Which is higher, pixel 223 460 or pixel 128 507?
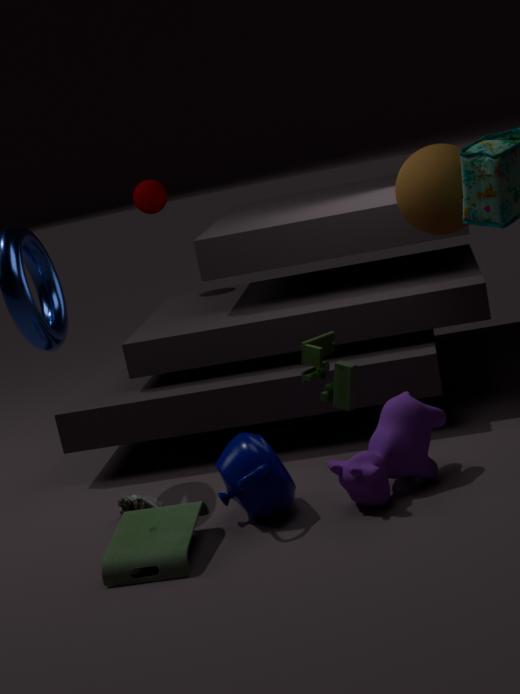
pixel 223 460
